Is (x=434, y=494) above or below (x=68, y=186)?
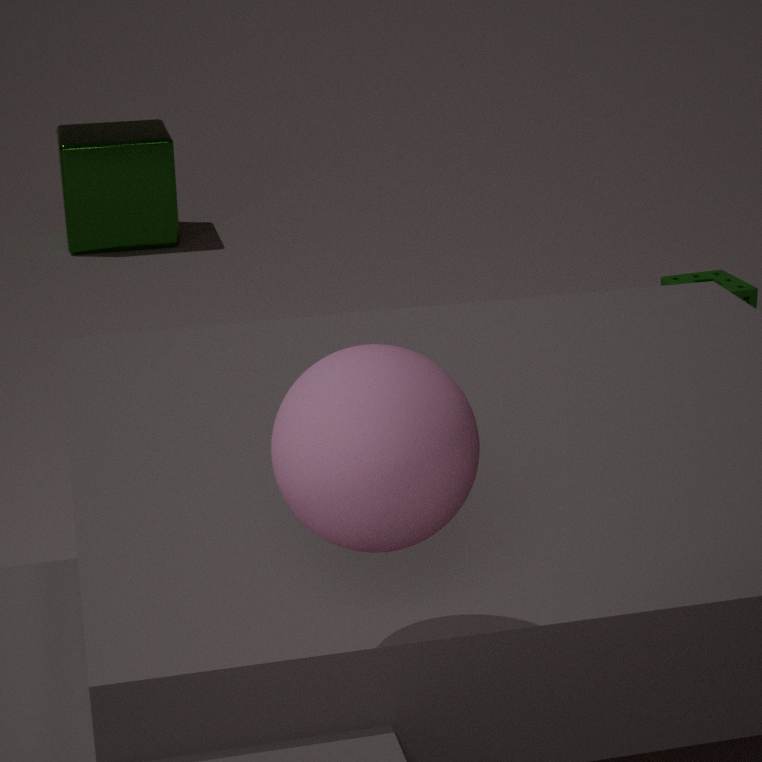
above
